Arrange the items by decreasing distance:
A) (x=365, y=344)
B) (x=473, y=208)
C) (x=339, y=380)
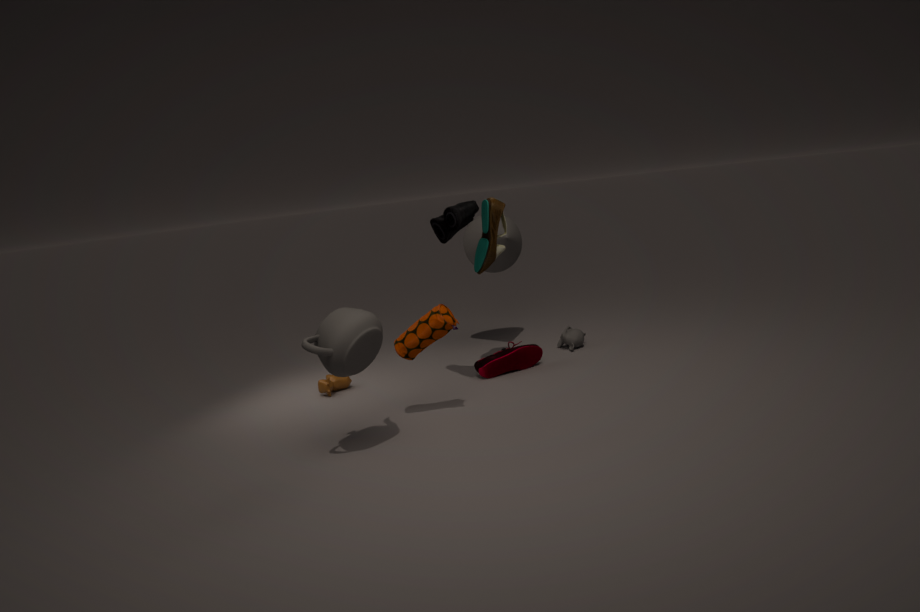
(x=339, y=380)
(x=473, y=208)
(x=365, y=344)
